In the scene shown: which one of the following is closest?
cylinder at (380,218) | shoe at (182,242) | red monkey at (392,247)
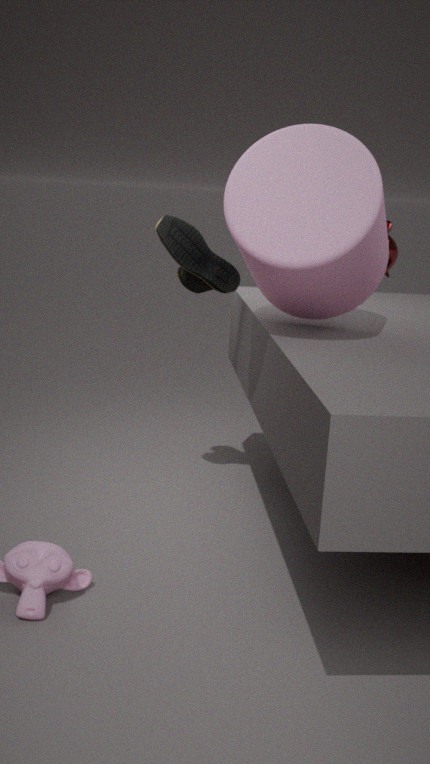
cylinder at (380,218)
